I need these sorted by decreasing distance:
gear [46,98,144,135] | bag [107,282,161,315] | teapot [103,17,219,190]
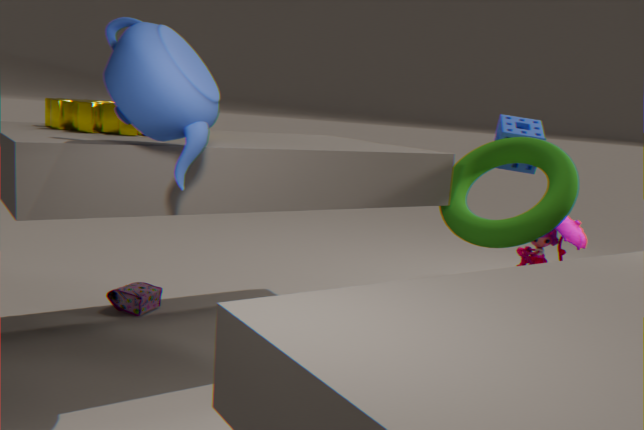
1. bag [107,282,161,315]
2. gear [46,98,144,135]
3. teapot [103,17,219,190]
